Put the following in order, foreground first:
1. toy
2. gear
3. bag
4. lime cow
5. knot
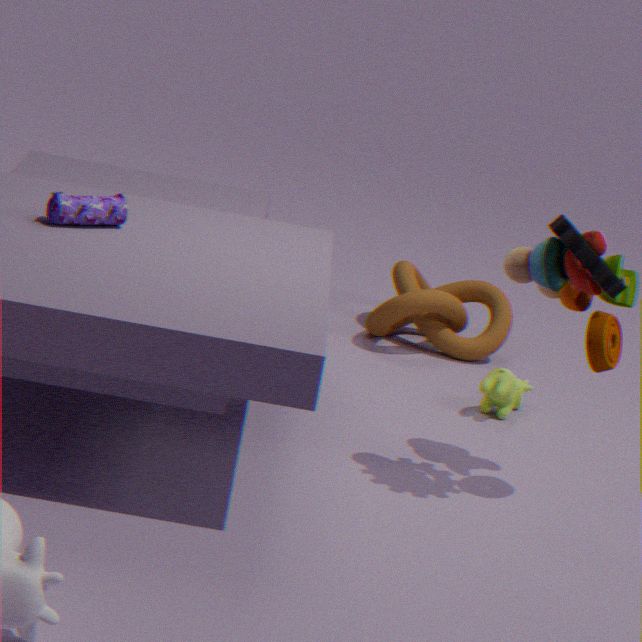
gear, toy, bag, lime cow, knot
